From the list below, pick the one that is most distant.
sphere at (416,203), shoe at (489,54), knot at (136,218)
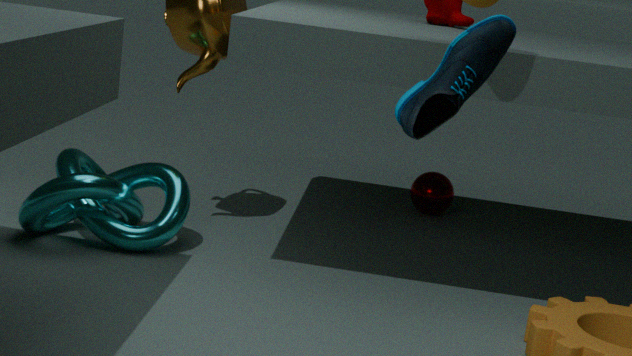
sphere at (416,203)
